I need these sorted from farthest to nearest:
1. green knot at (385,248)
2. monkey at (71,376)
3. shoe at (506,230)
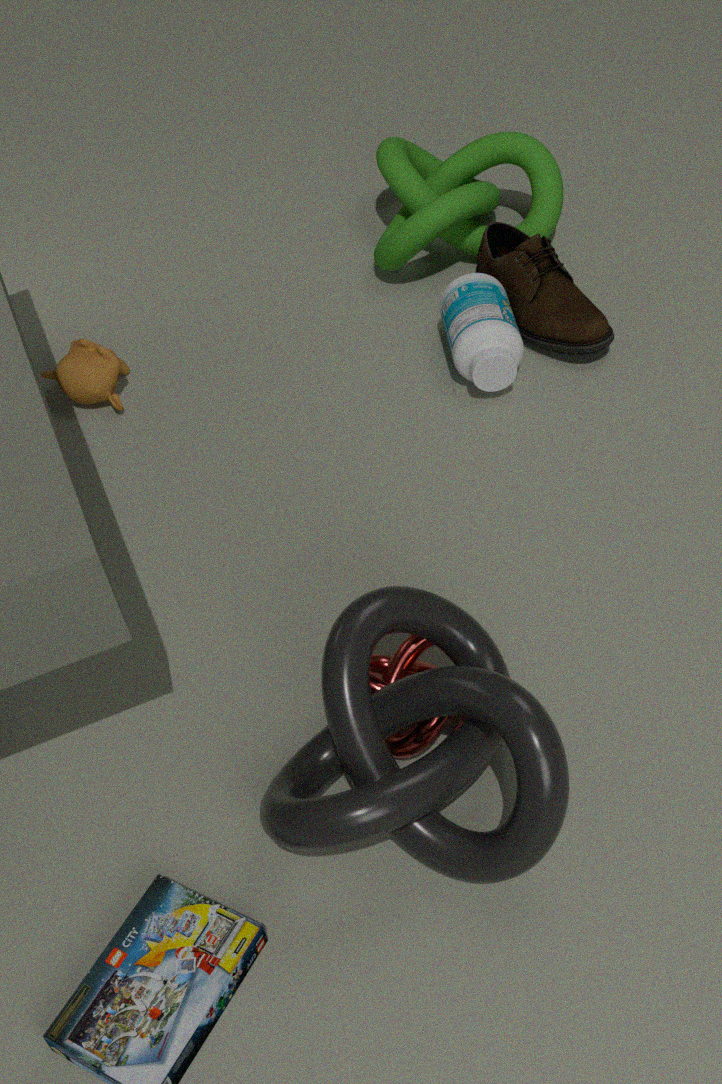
1. green knot at (385,248)
2. monkey at (71,376)
3. shoe at (506,230)
